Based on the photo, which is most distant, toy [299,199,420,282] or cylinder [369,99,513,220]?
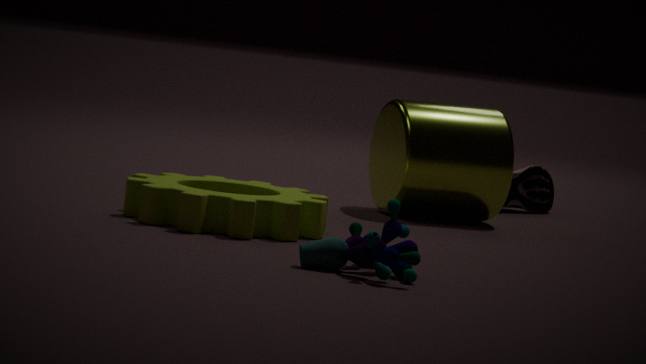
cylinder [369,99,513,220]
